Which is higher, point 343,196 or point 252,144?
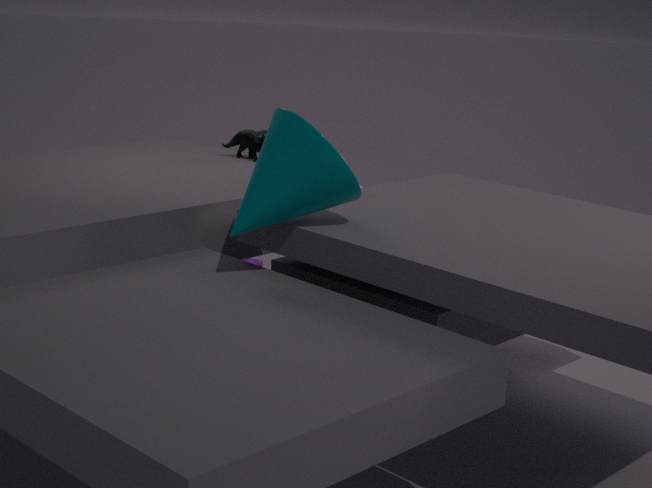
→ point 343,196
